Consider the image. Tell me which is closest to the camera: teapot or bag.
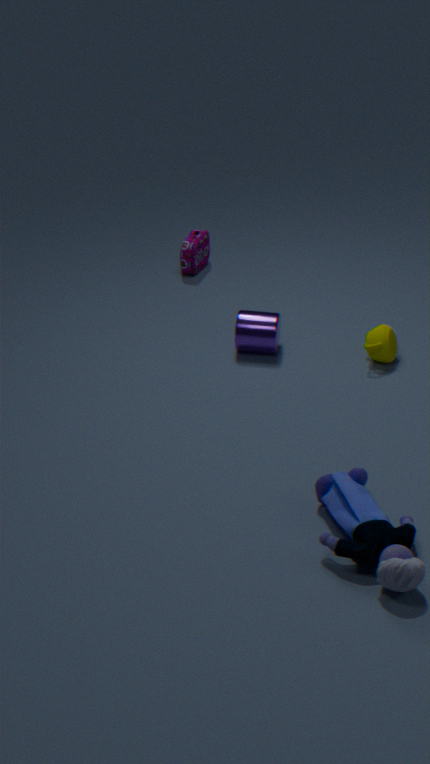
teapot
